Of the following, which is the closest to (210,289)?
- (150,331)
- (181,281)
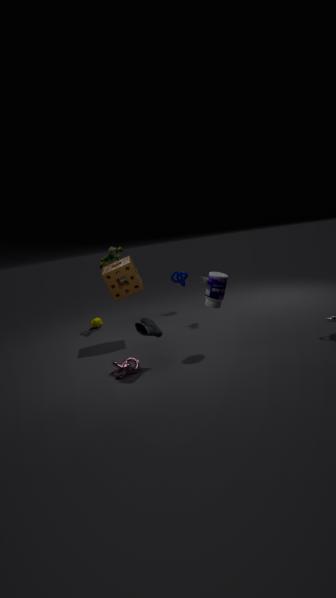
(150,331)
